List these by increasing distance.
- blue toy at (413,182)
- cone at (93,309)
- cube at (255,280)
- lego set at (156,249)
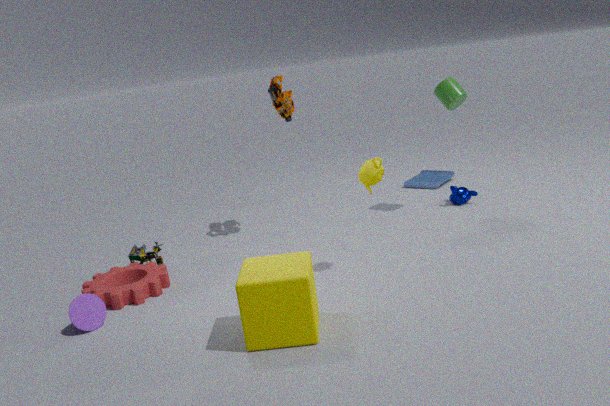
1. cube at (255,280)
2. cone at (93,309)
3. lego set at (156,249)
4. blue toy at (413,182)
